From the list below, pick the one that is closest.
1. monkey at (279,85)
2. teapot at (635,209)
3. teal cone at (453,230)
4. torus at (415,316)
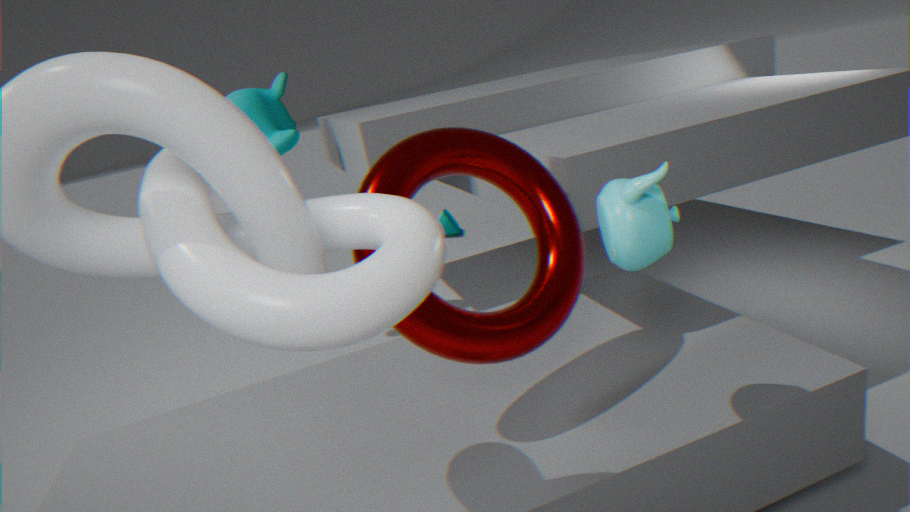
teapot at (635,209)
